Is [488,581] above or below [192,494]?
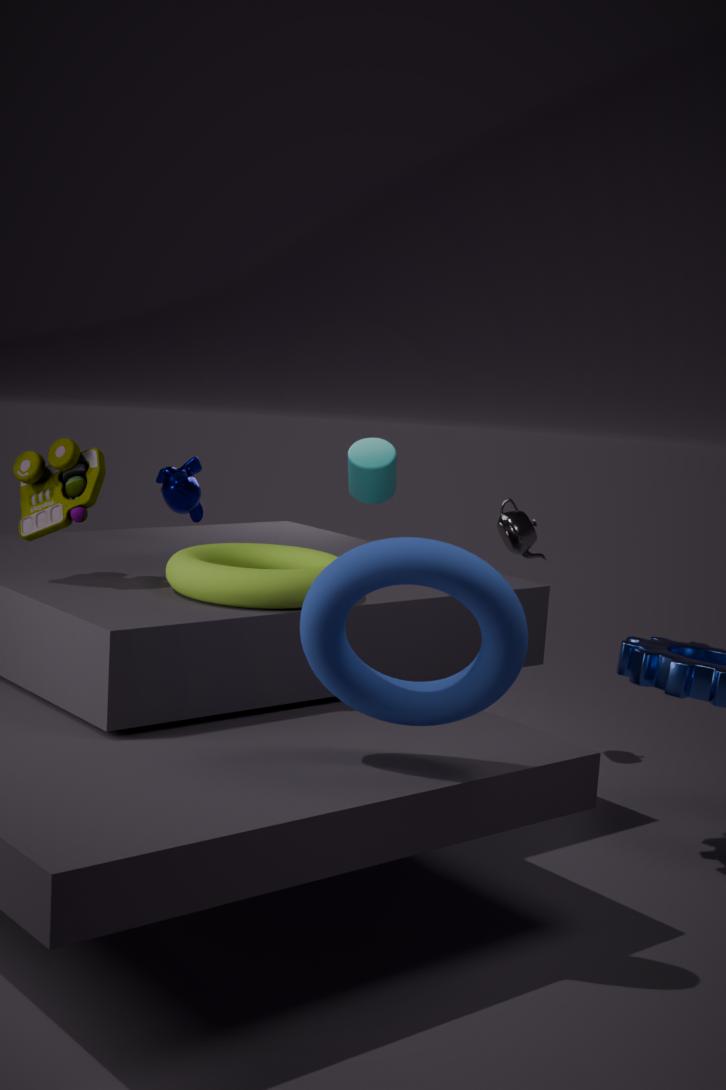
below
